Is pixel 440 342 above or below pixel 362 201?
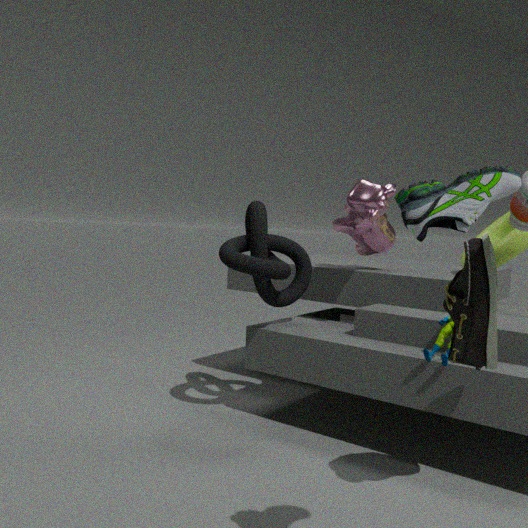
below
